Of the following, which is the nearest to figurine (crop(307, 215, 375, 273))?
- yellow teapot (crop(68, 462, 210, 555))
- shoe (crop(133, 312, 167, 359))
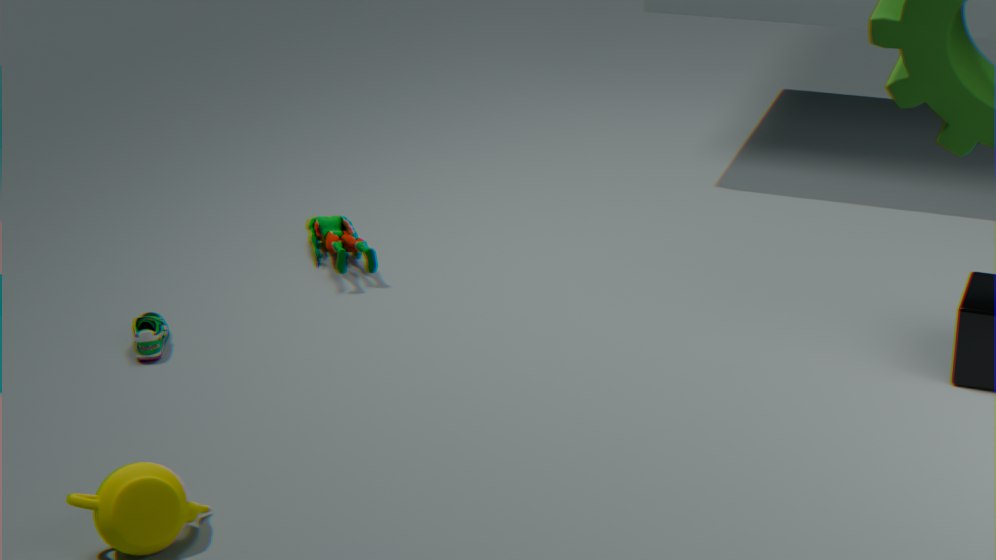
shoe (crop(133, 312, 167, 359))
